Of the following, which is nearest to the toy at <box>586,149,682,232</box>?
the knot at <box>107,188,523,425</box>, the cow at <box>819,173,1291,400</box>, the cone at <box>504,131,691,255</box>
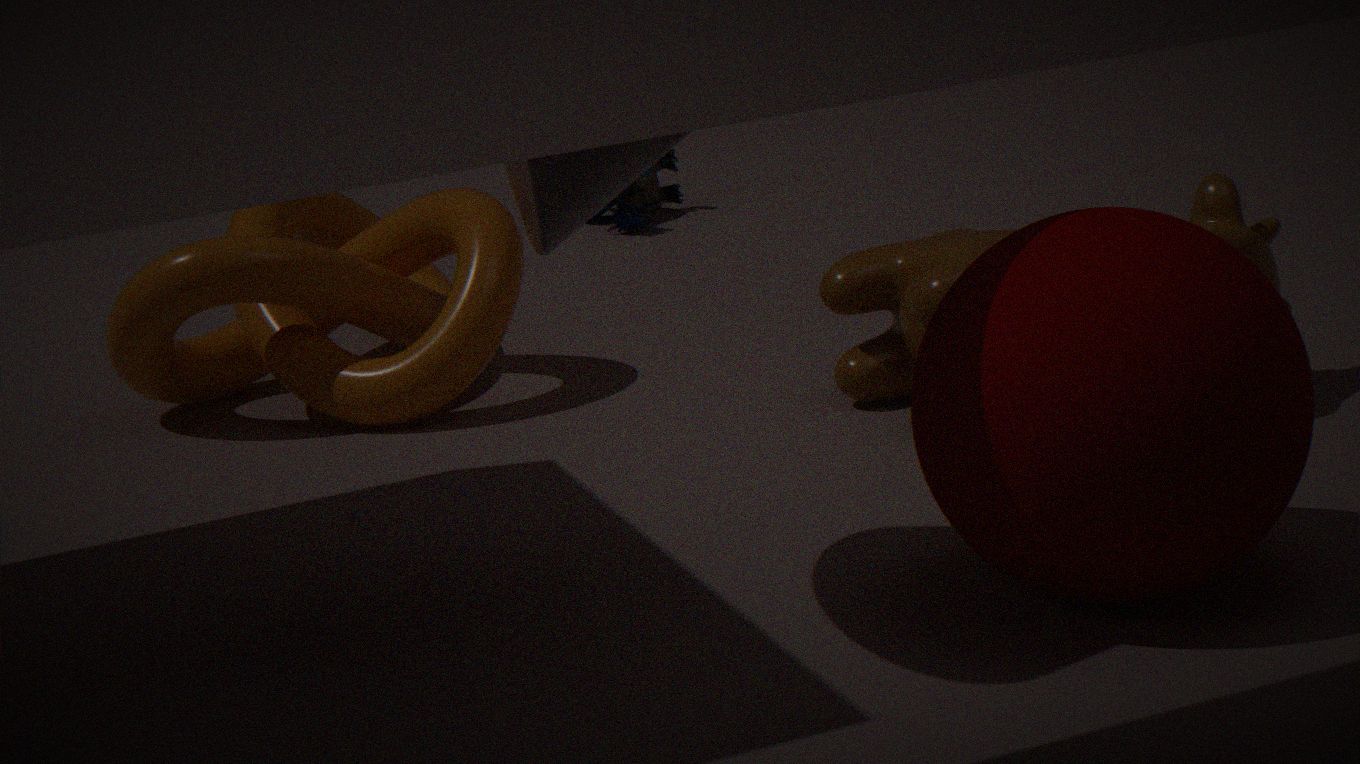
the knot at <box>107,188,523,425</box>
